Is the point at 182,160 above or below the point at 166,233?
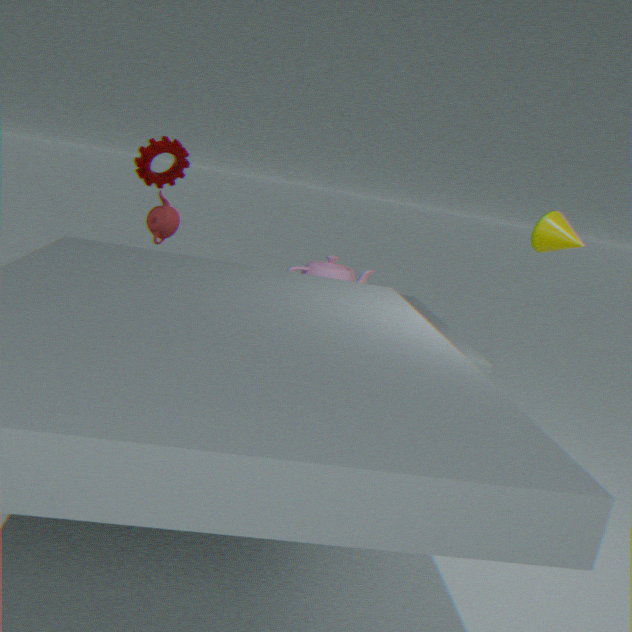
above
